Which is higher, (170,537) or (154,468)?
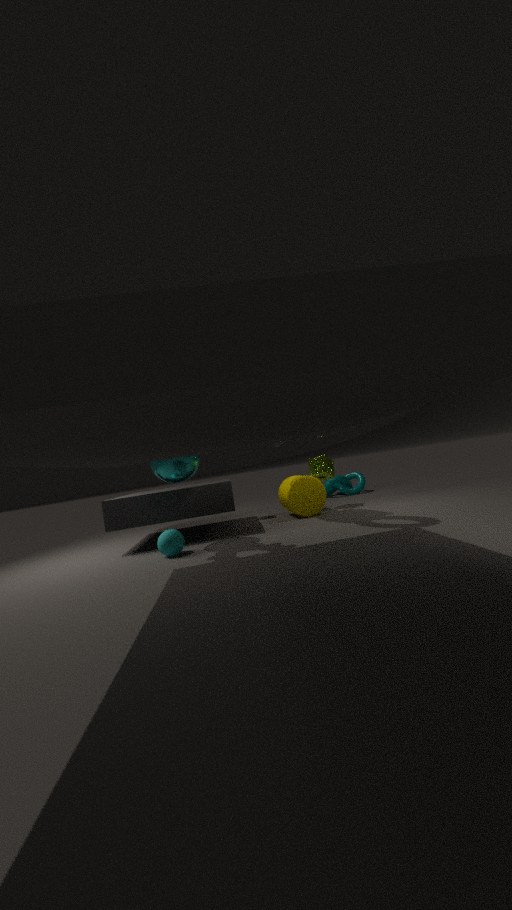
(154,468)
